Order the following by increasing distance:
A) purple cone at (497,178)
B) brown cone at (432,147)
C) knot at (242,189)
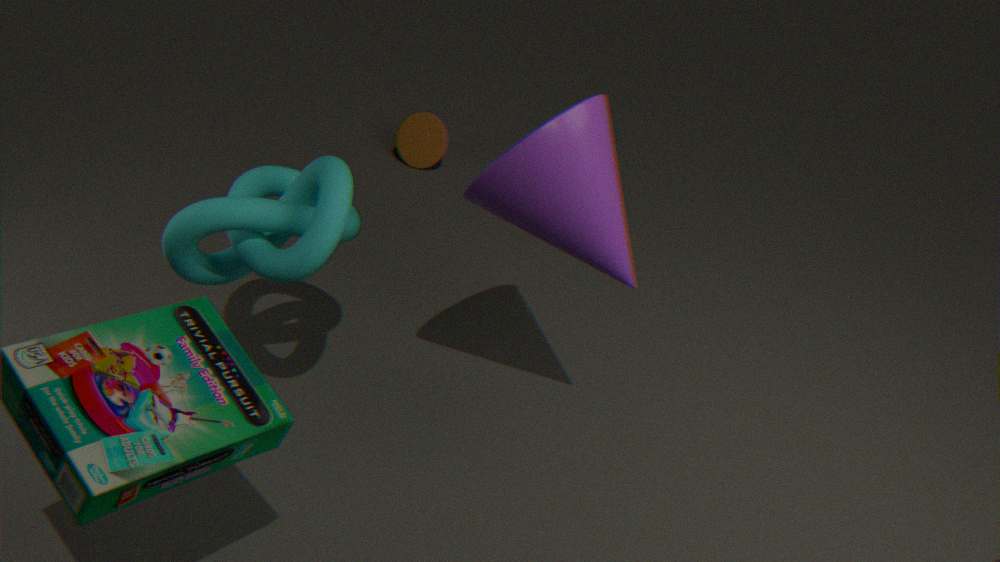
purple cone at (497,178) → knot at (242,189) → brown cone at (432,147)
